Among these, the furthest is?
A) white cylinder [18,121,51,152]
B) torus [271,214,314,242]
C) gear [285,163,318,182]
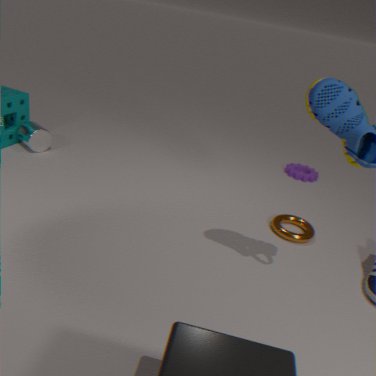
gear [285,163,318,182]
